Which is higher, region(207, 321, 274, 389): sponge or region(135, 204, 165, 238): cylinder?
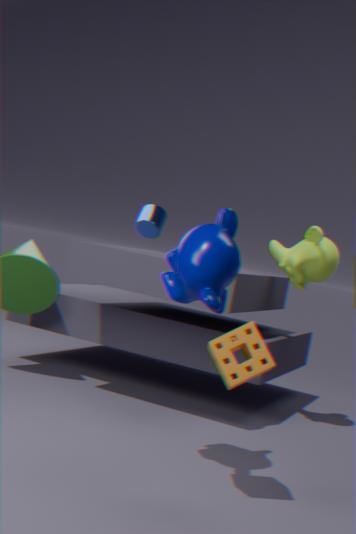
region(135, 204, 165, 238): cylinder
